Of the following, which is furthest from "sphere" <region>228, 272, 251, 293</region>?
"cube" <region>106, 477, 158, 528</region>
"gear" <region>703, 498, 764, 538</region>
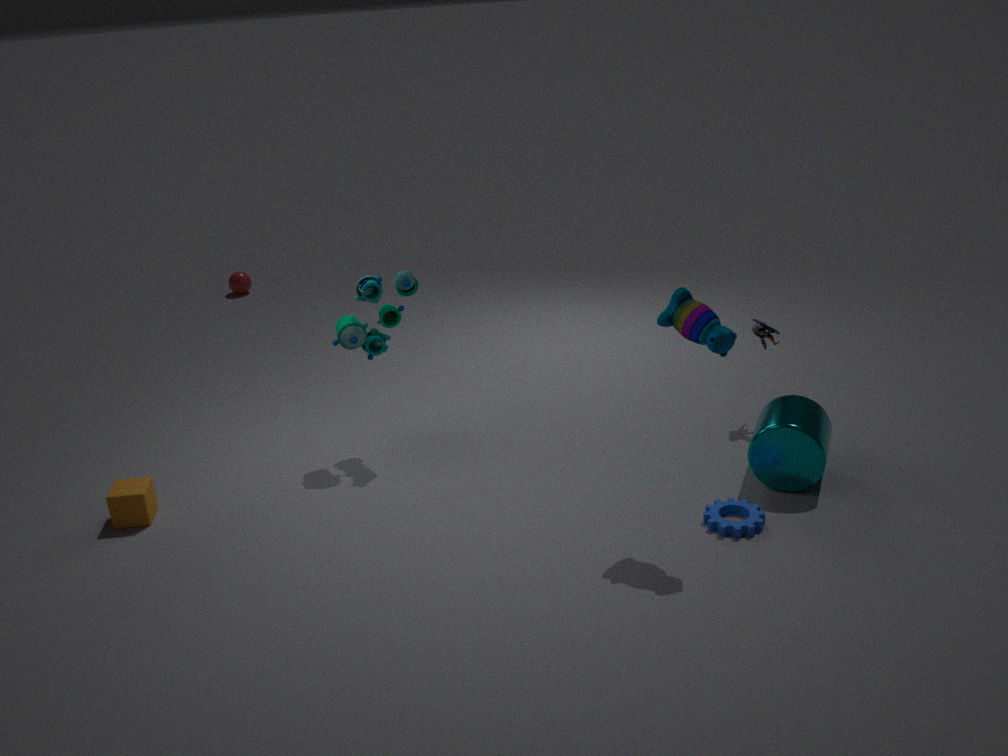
"gear" <region>703, 498, 764, 538</region>
